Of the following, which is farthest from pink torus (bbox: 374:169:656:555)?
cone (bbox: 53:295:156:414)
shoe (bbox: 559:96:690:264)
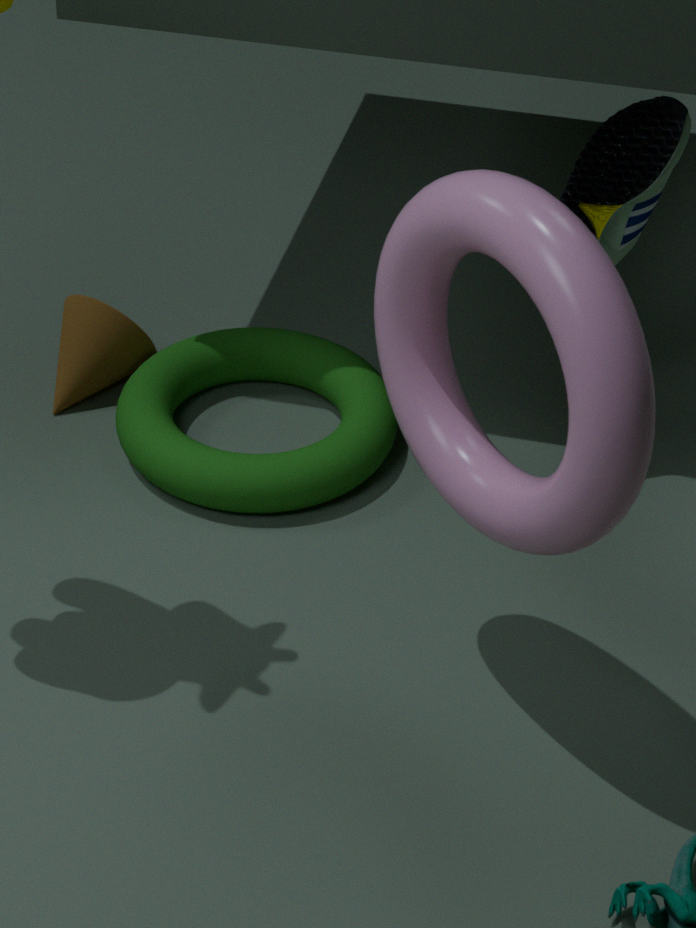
cone (bbox: 53:295:156:414)
